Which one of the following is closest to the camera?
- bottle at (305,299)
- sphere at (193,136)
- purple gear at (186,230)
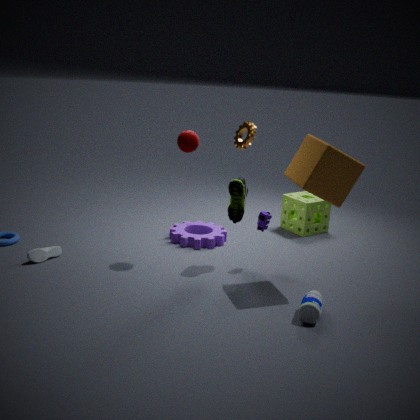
bottle at (305,299)
